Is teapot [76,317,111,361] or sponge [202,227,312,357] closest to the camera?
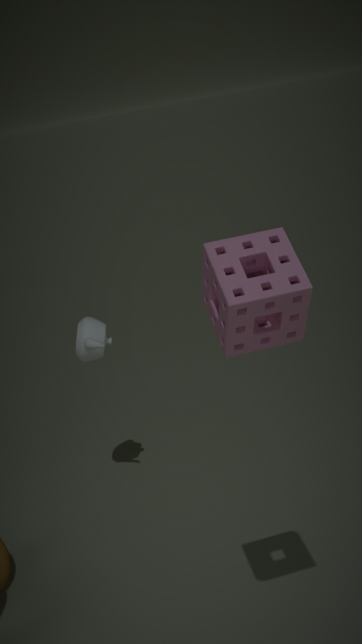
sponge [202,227,312,357]
